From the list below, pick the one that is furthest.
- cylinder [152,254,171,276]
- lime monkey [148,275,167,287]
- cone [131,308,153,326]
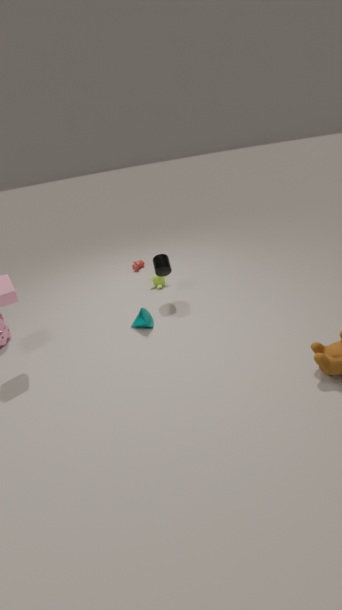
lime monkey [148,275,167,287]
